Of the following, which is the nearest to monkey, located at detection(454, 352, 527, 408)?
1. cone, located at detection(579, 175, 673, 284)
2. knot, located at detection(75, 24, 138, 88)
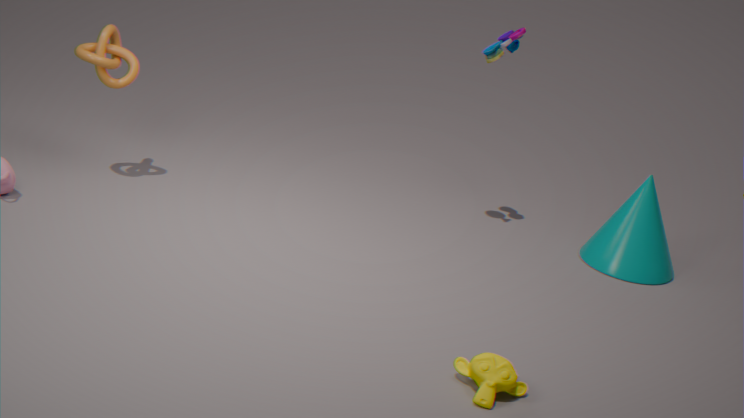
cone, located at detection(579, 175, 673, 284)
